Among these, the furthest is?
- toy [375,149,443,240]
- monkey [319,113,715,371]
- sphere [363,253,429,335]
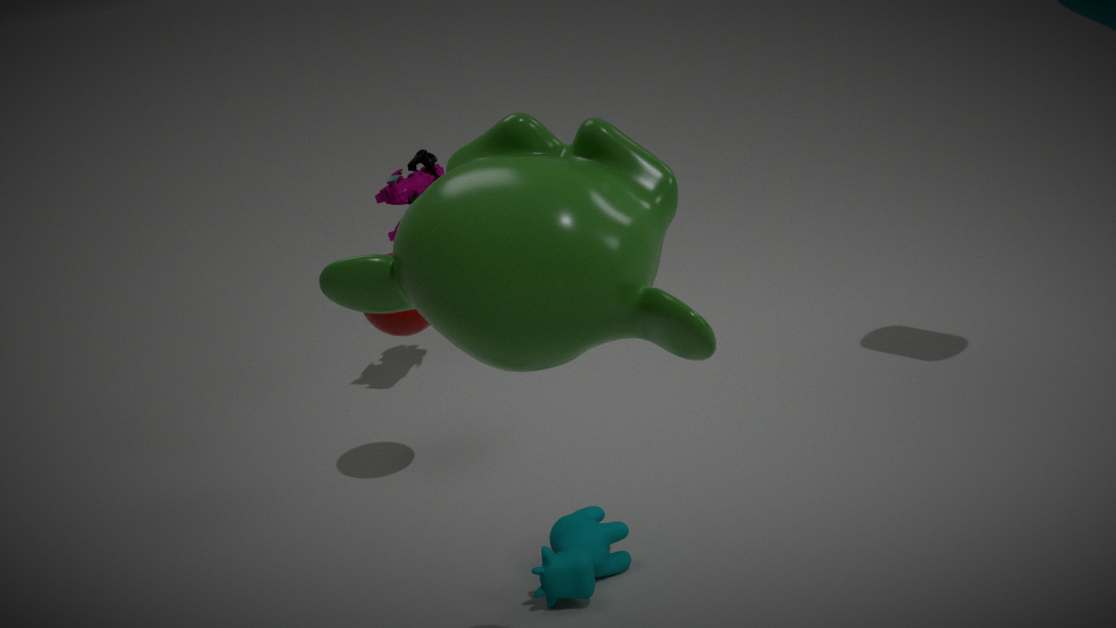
toy [375,149,443,240]
